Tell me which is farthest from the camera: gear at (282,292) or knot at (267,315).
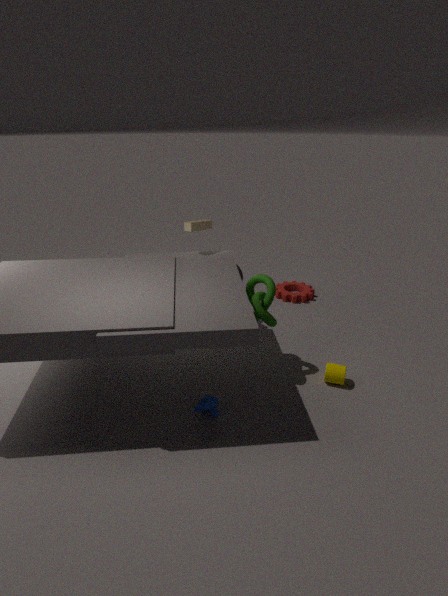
gear at (282,292)
